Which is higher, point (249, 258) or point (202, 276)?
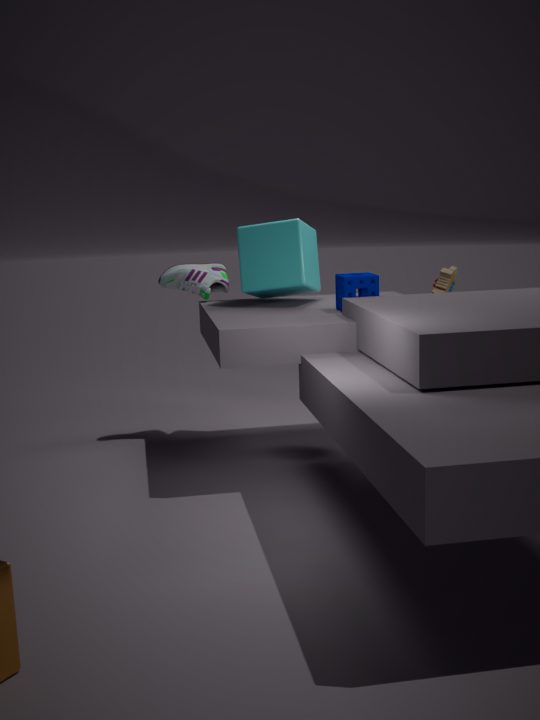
point (249, 258)
